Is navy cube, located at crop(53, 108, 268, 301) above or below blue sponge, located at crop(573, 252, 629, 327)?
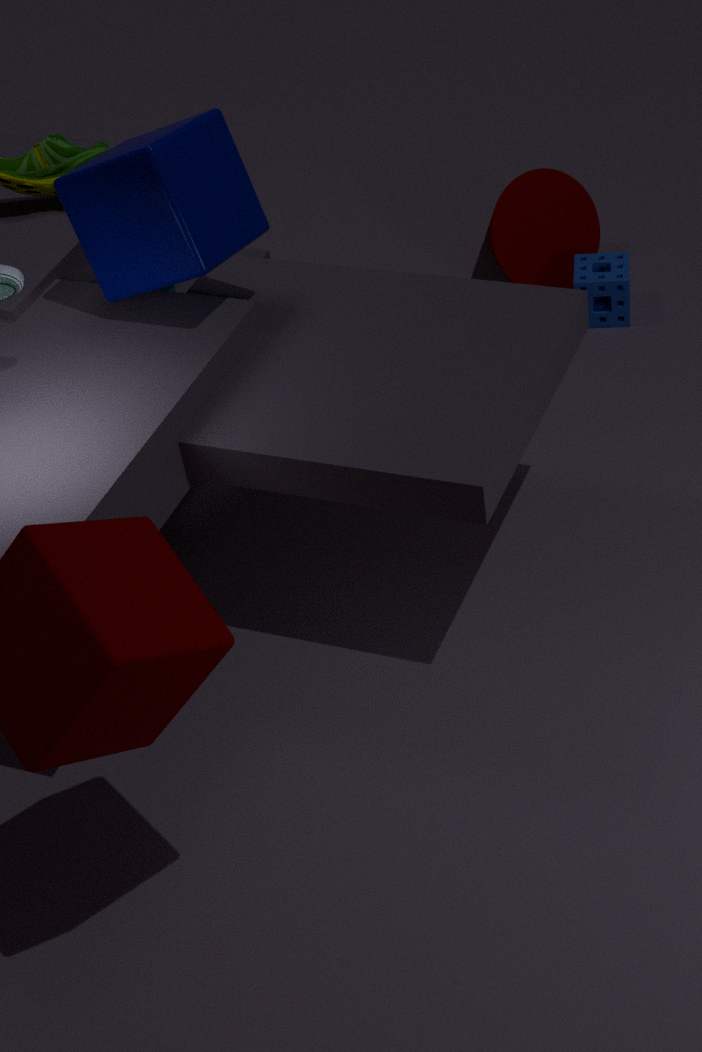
above
